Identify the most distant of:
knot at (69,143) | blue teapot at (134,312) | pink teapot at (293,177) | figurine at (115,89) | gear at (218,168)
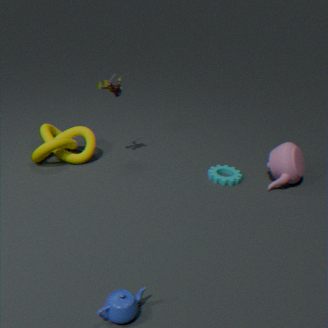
knot at (69,143)
